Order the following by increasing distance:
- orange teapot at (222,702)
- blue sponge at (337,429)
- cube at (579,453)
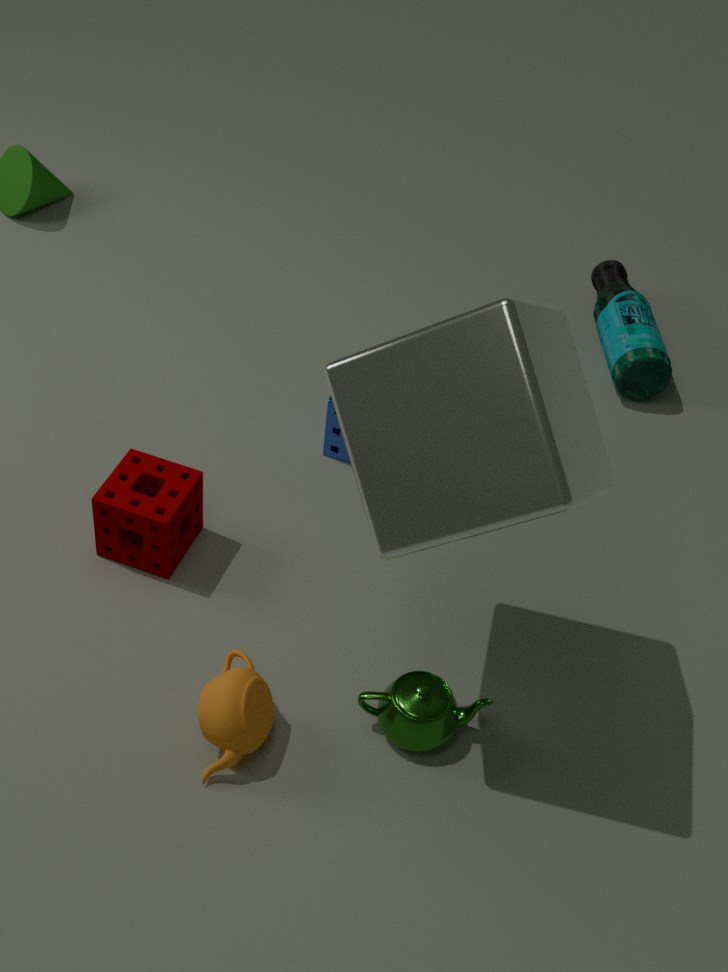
cube at (579,453)
orange teapot at (222,702)
blue sponge at (337,429)
